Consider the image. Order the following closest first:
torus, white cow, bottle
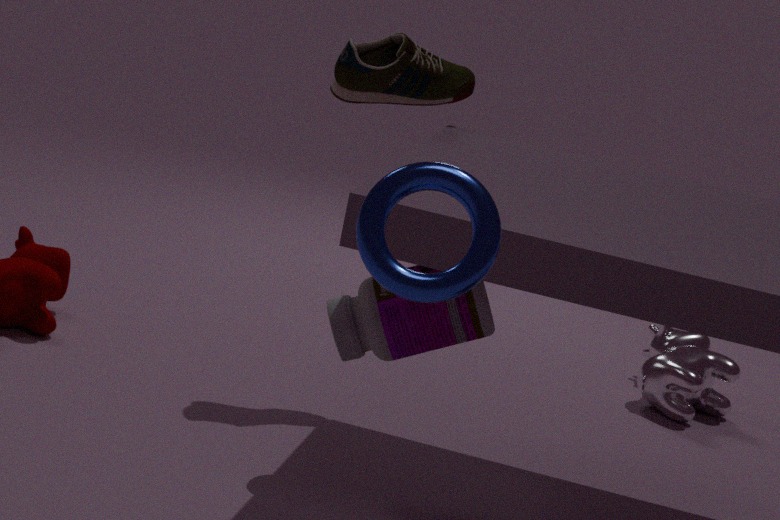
torus
bottle
white cow
